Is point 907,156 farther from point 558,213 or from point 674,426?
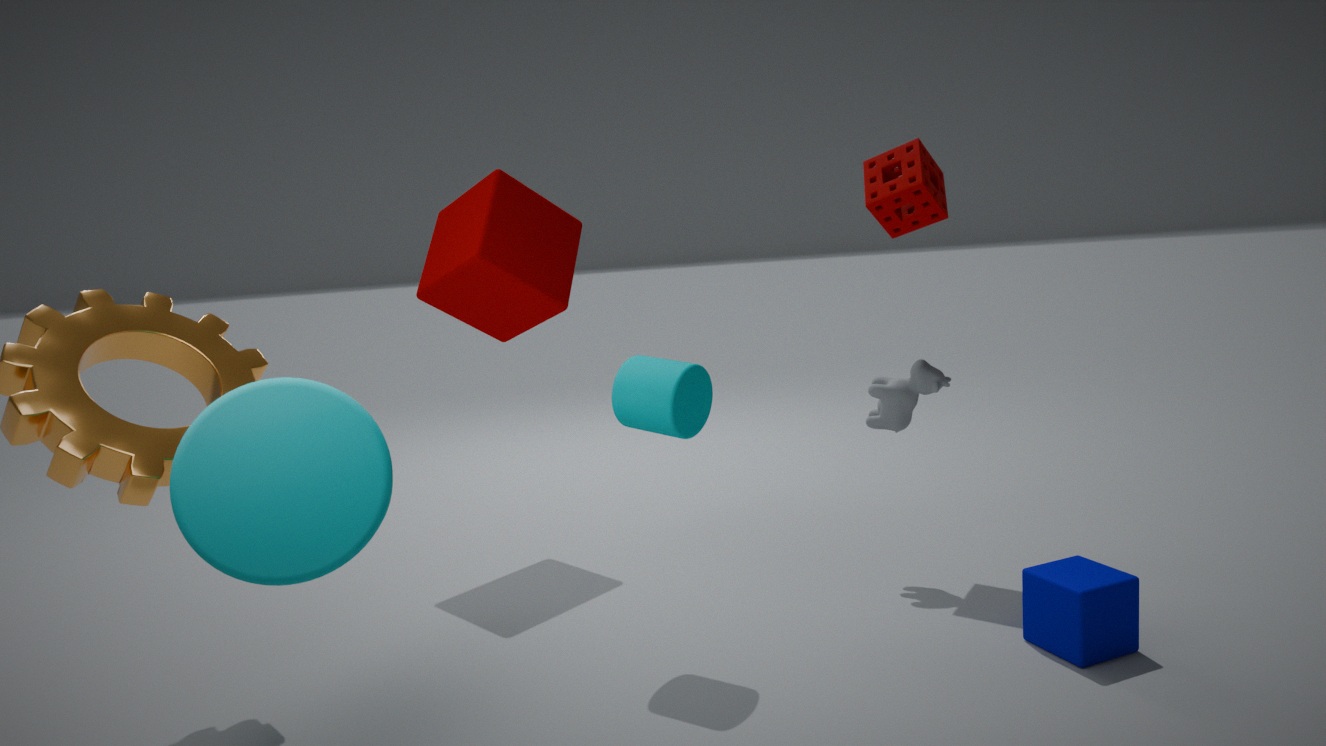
point 558,213
